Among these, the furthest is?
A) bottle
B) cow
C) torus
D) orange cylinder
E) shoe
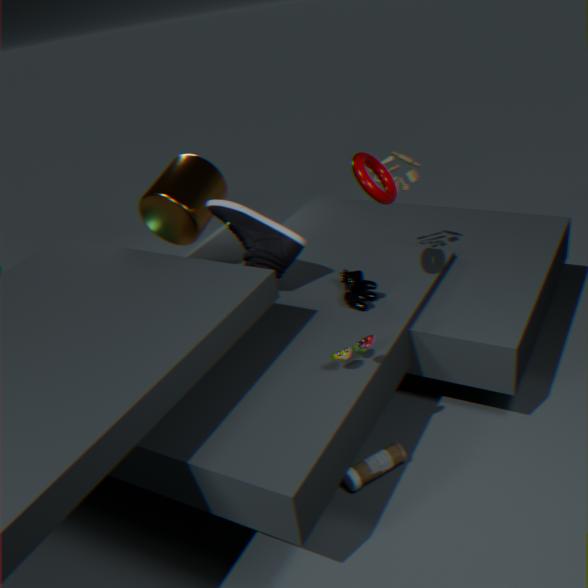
orange cylinder
